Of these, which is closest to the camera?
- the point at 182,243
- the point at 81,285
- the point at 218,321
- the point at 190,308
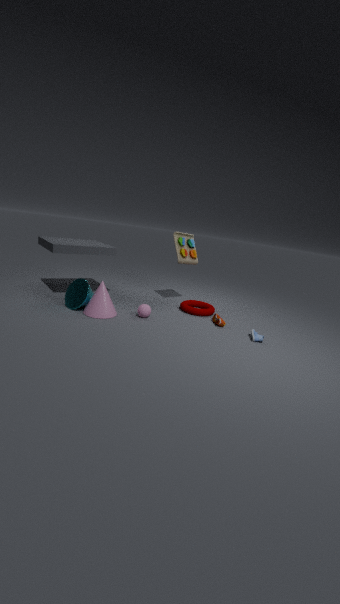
the point at 81,285
